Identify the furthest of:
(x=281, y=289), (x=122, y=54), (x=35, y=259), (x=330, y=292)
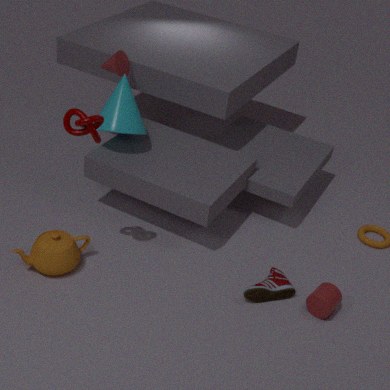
(x=122, y=54)
